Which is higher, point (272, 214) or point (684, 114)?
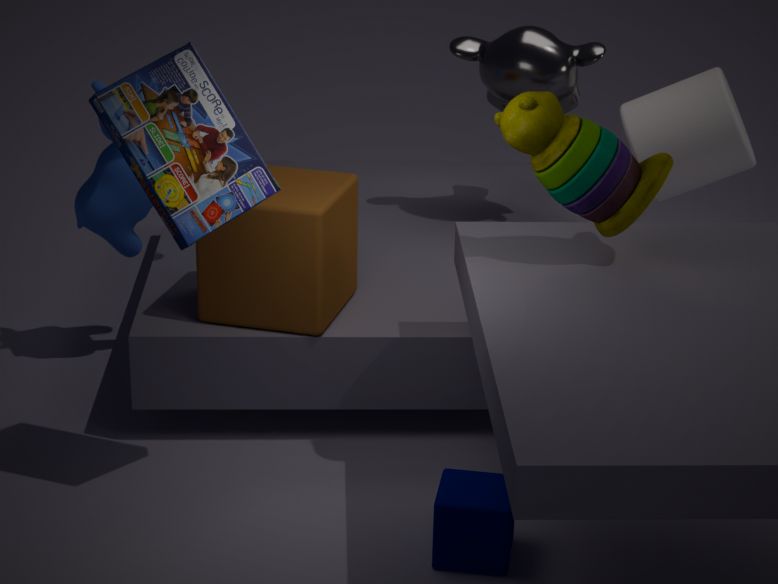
point (684, 114)
